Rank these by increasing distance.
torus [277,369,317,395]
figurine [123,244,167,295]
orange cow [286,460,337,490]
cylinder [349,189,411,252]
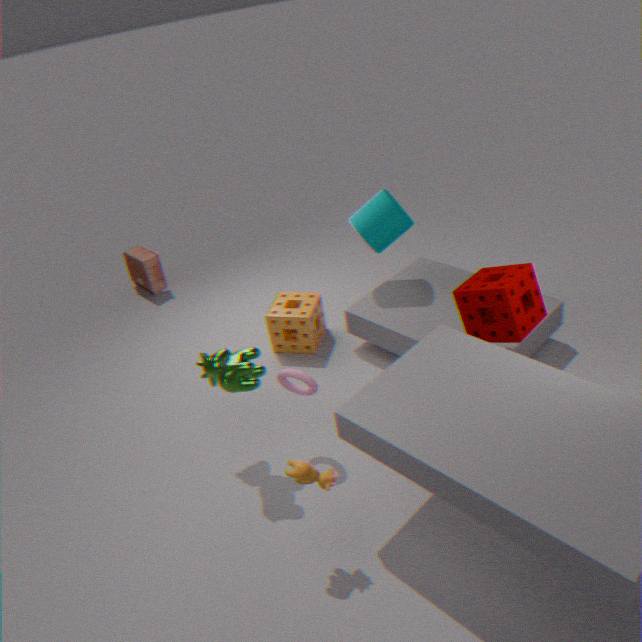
orange cow [286,460,337,490], torus [277,369,317,395], cylinder [349,189,411,252], figurine [123,244,167,295]
